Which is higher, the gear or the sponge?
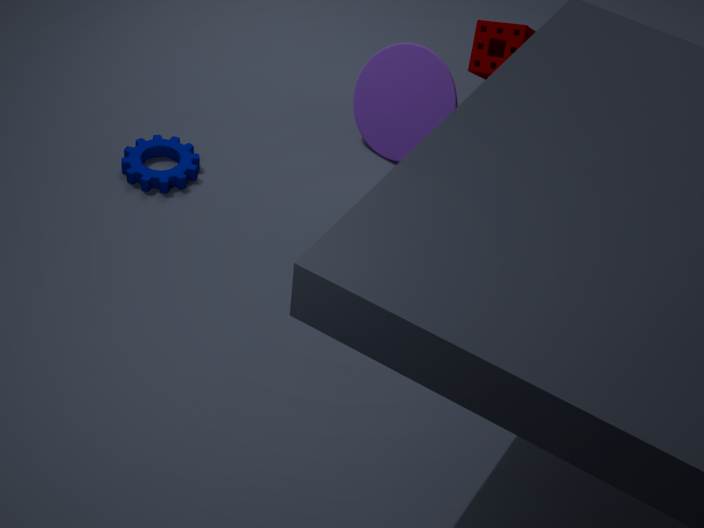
the sponge
